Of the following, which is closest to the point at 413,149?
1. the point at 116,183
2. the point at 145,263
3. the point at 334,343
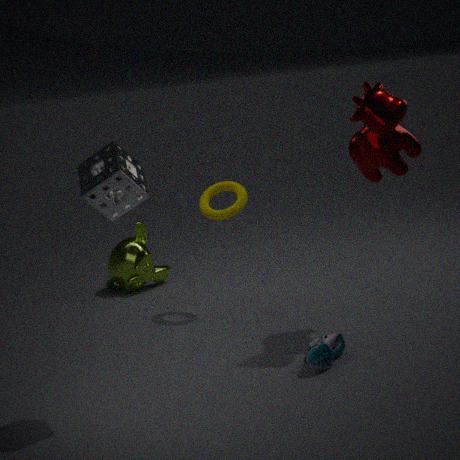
the point at 334,343
